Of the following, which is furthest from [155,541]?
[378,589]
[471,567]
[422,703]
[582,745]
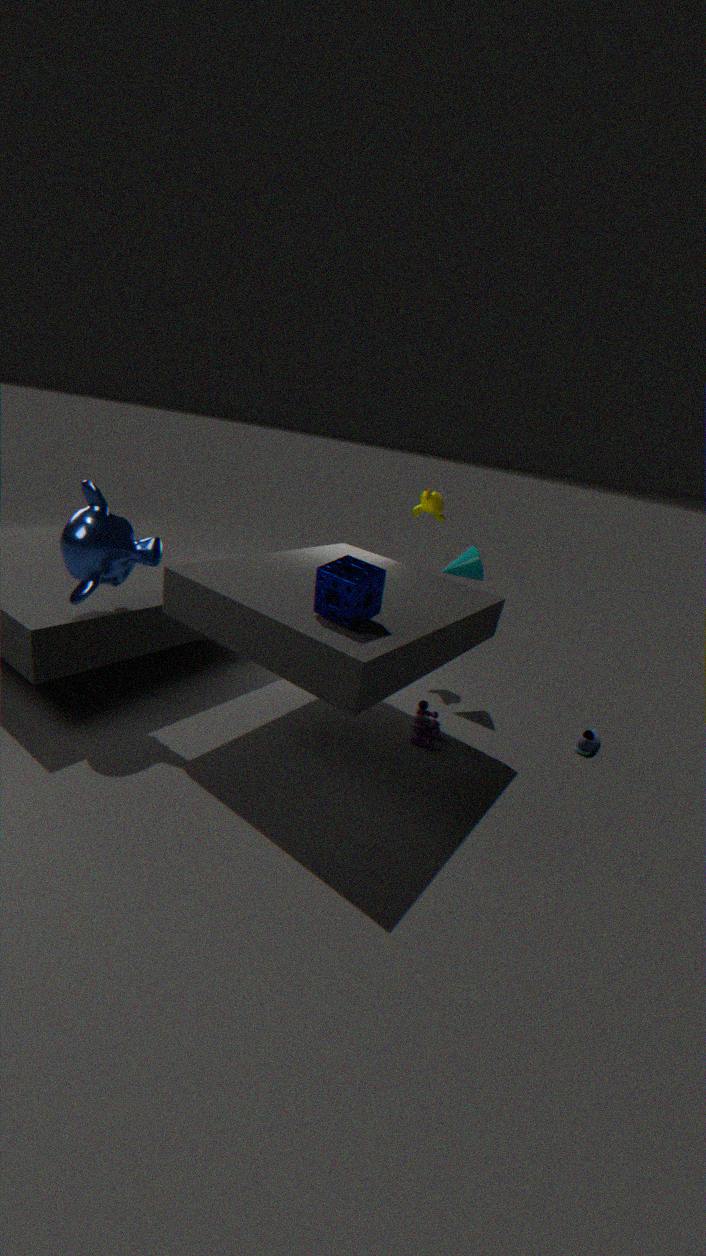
[582,745]
